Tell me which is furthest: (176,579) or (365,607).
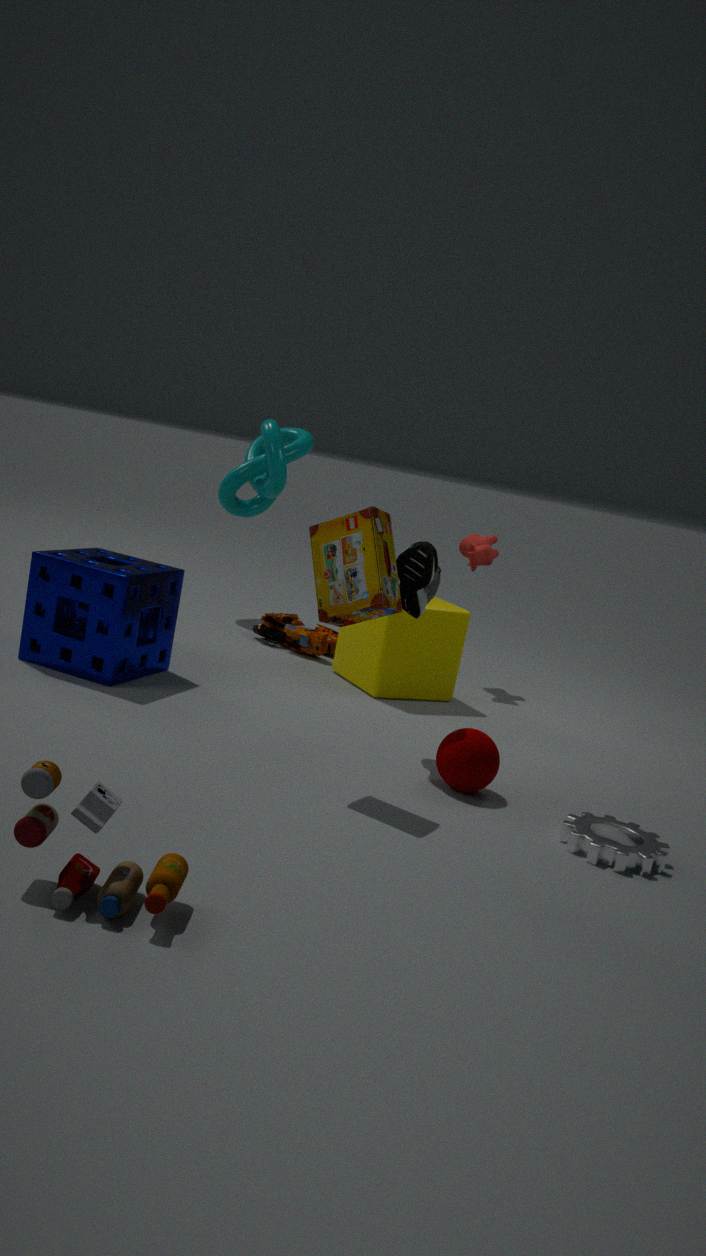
(176,579)
